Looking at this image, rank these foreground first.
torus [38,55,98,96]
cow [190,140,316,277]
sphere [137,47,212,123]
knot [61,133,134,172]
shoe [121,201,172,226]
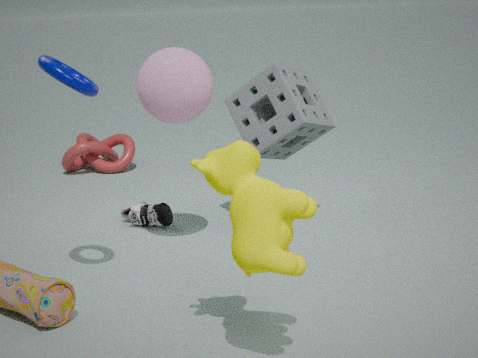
1. cow [190,140,316,277]
2. torus [38,55,98,96]
3. sphere [137,47,212,123]
4. shoe [121,201,172,226]
5. knot [61,133,134,172]
